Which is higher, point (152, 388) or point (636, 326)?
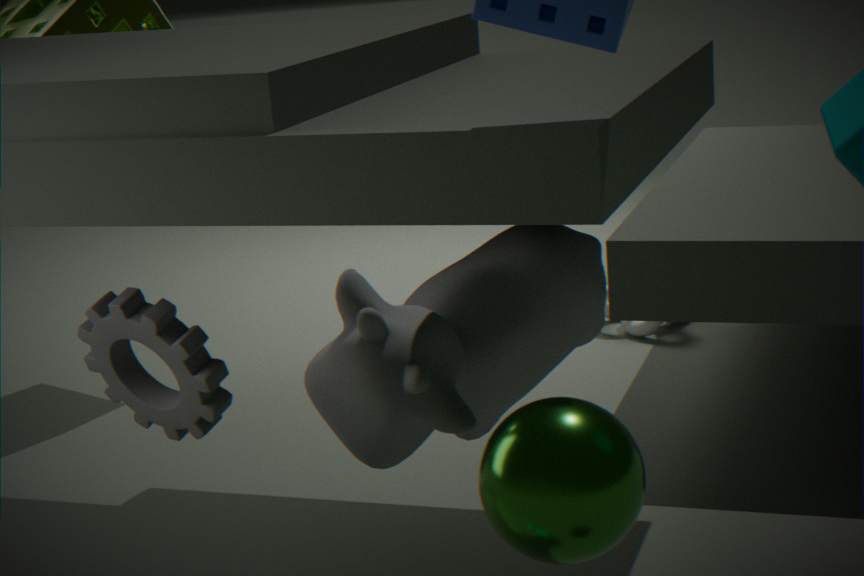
point (152, 388)
